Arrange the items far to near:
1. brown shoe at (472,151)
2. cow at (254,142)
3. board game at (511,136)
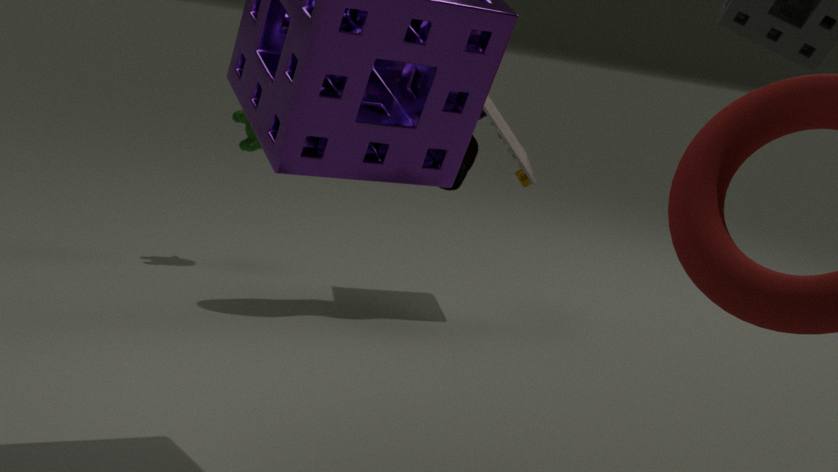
cow at (254,142) → board game at (511,136) → brown shoe at (472,151)
